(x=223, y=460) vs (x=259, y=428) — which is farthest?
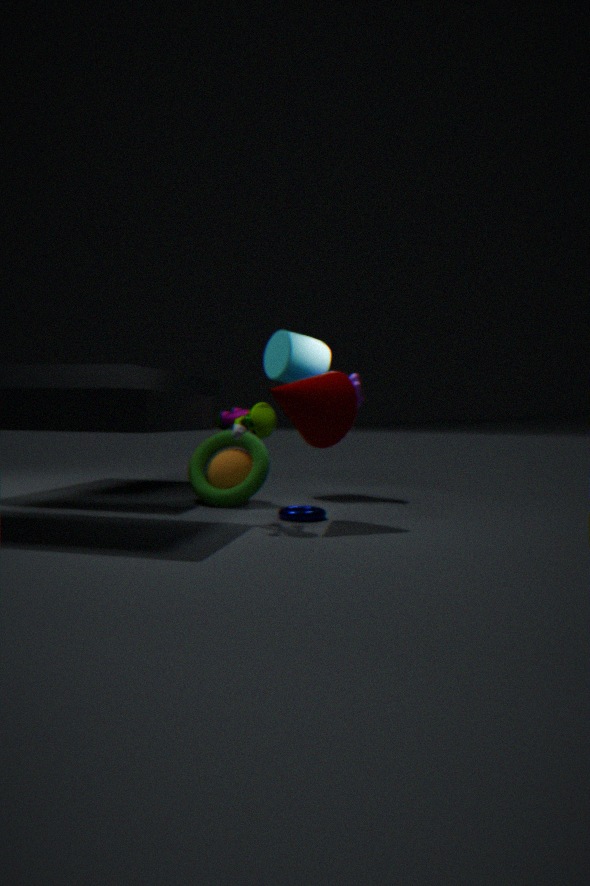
(x=223, y=460)
